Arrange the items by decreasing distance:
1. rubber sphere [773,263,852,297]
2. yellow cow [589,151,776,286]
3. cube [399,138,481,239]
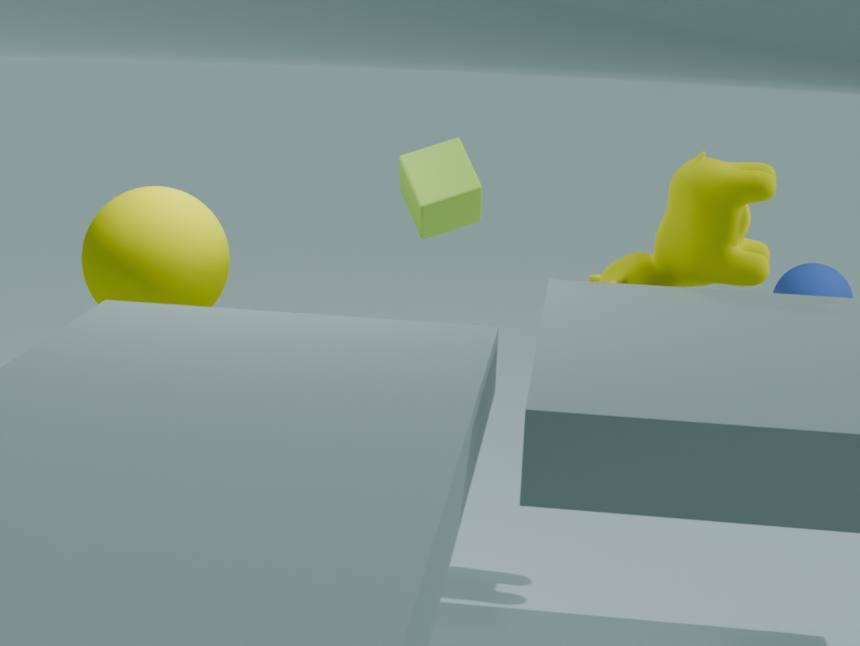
rubber sphere [773,263,852,297], cube [399,138,481,239], yellow cow [589,151,776,286]
